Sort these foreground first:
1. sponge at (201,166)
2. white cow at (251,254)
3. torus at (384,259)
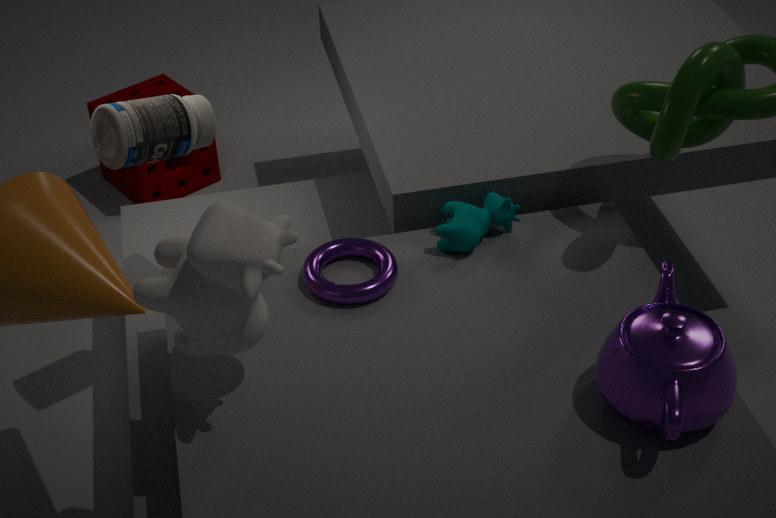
white cow at (251,254)
torus at (384,259)
sponge at (201,166)
